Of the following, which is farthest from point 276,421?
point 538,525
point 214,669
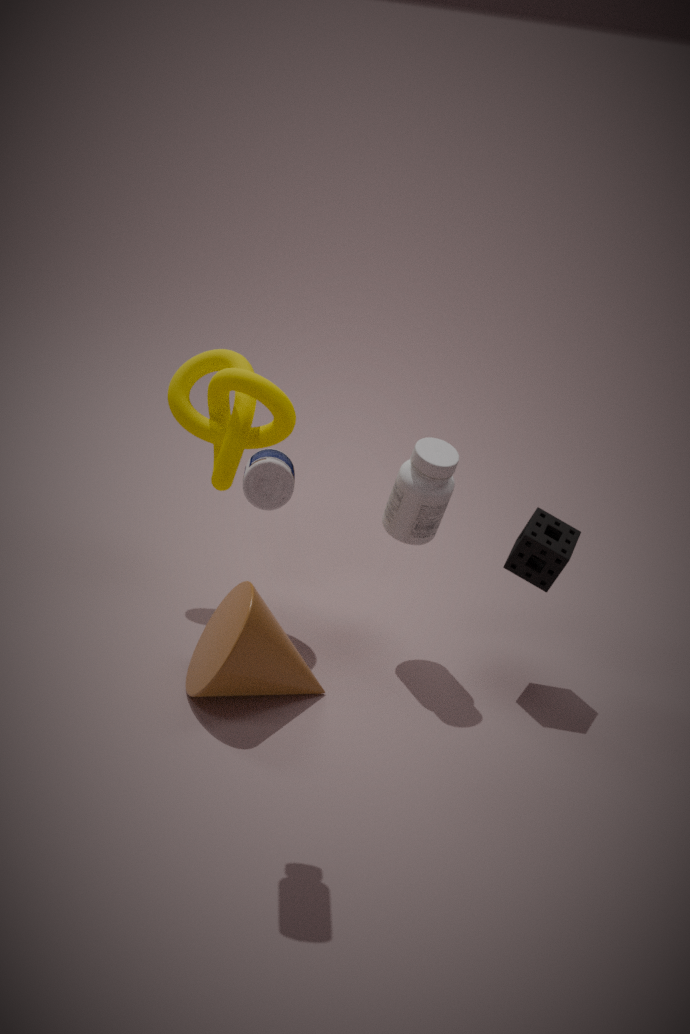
point 538,525
